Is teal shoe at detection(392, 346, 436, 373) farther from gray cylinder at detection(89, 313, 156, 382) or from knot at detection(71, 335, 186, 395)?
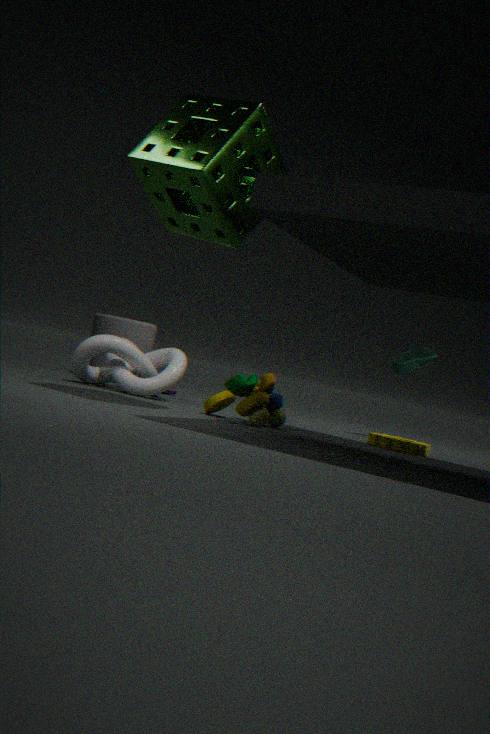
gray cylinder at detection(89, 313, 156, 382)
